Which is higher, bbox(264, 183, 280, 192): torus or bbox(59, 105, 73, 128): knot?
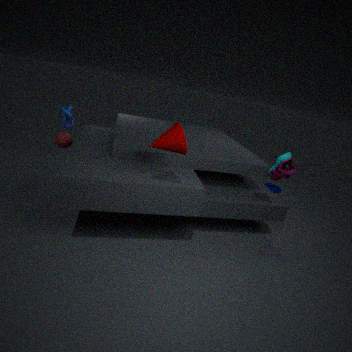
bbox(59, 105, 73, 128): knot
